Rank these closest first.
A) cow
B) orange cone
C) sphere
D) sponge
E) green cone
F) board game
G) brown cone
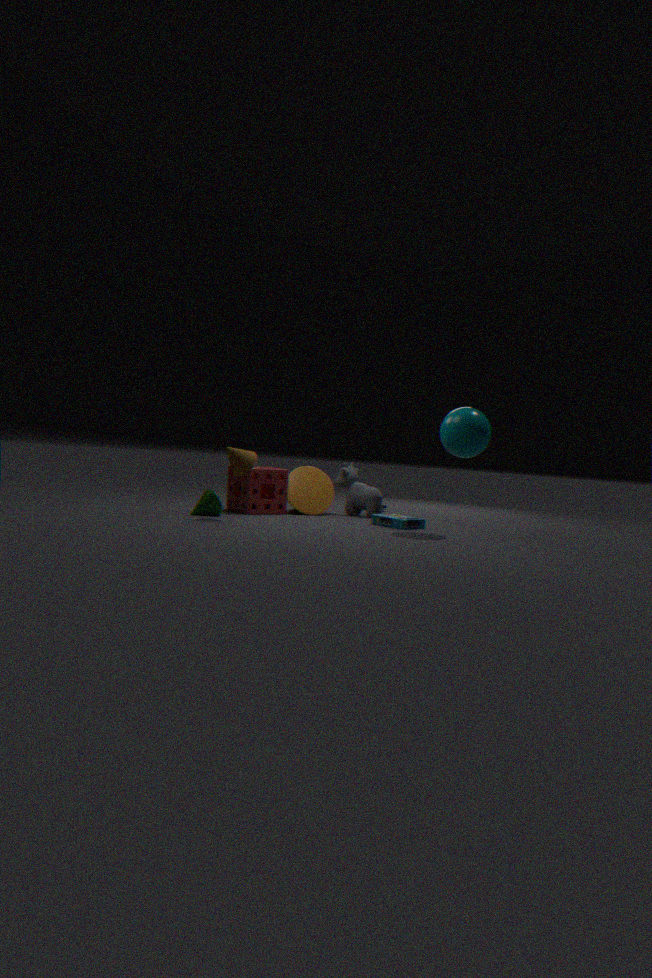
Answer: C. sphere
G. brown cone
F. board game
E. green cone
D. sponge
B. orange cone
A. cow
